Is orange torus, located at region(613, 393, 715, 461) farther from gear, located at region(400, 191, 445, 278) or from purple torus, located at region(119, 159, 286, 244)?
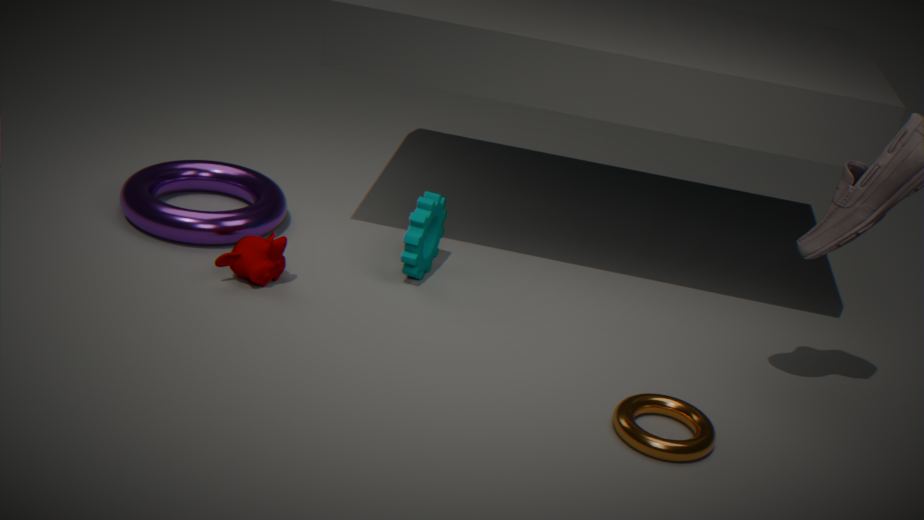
purple torus, located at region(119, 159, 286, 244)
